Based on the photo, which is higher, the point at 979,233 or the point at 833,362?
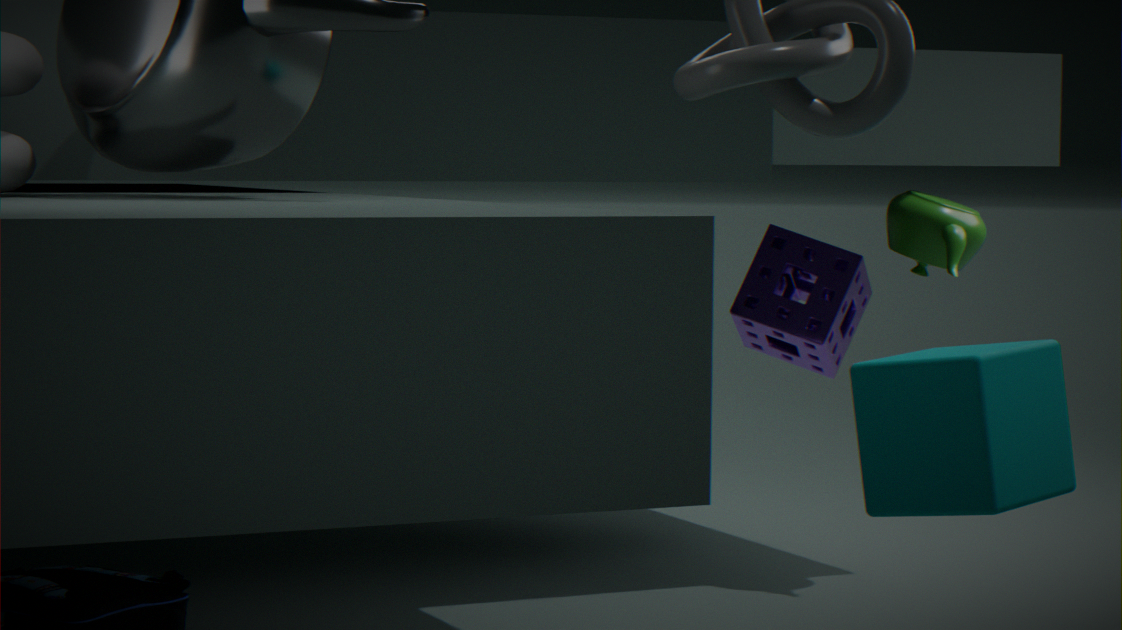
the point at 979,233
